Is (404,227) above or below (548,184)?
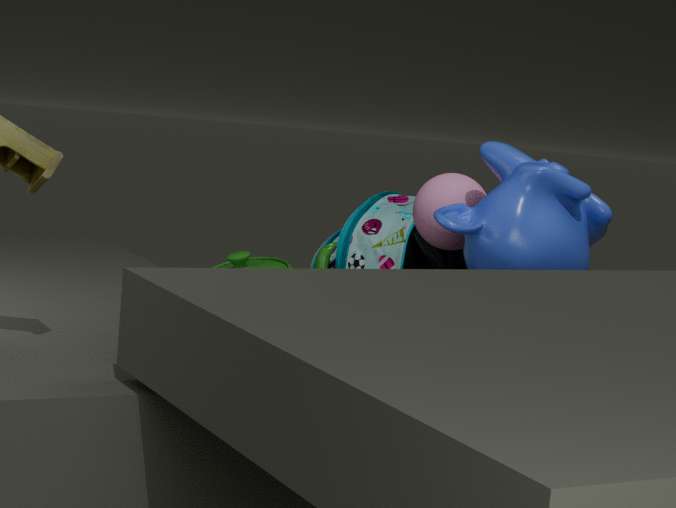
below
